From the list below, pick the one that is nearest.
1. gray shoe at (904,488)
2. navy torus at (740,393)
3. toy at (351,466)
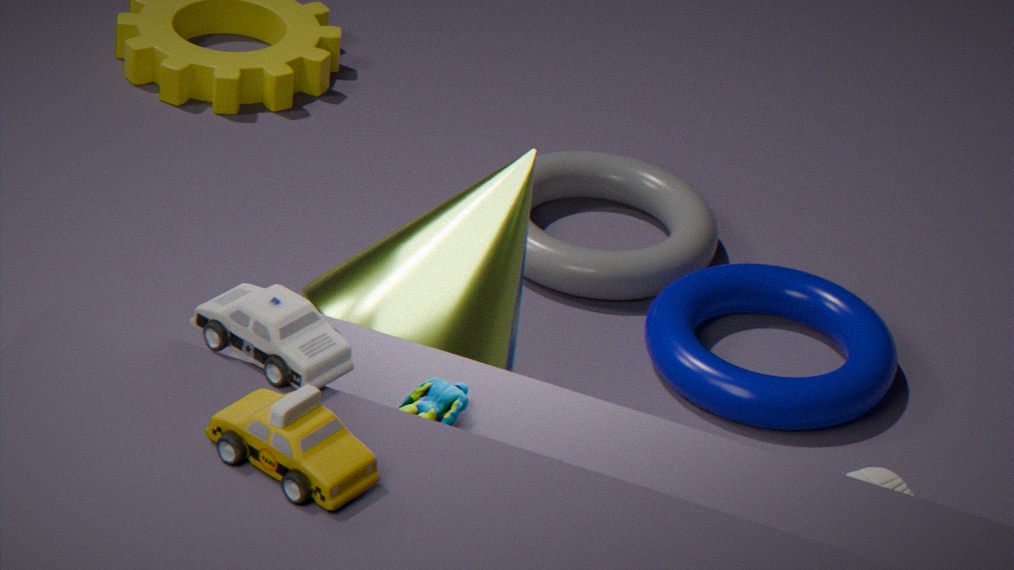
toy at (351,466)
